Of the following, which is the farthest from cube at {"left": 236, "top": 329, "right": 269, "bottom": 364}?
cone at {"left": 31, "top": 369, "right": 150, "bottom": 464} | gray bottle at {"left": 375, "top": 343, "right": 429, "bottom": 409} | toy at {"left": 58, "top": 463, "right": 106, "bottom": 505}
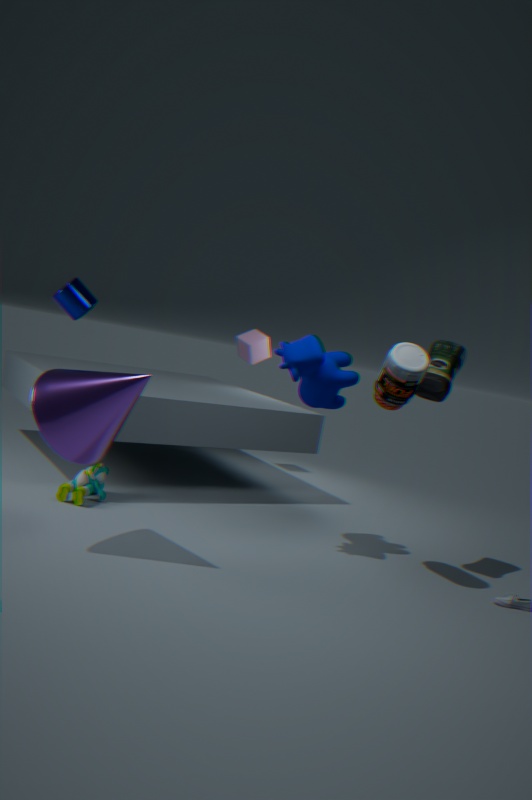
cone at {"left": 31, "top": 369, "right": 150, "bottom": 464}
